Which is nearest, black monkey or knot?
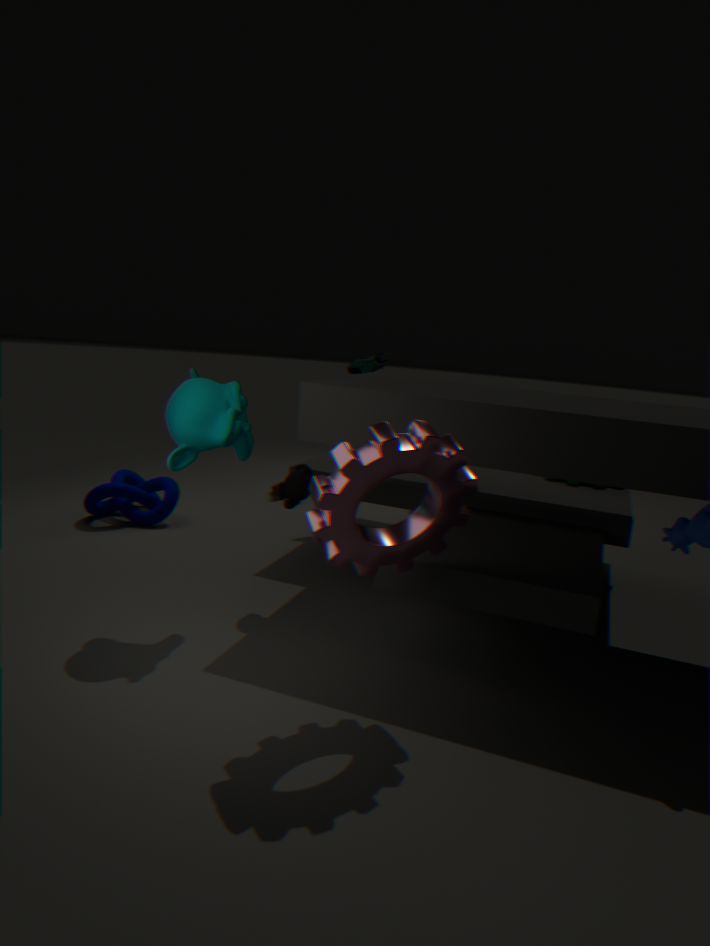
black monkey
